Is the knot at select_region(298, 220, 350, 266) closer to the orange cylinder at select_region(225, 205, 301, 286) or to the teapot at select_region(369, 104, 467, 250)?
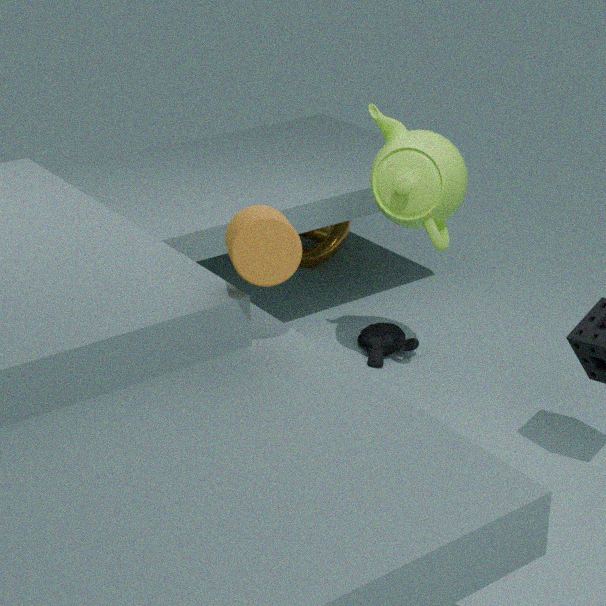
the teapot at select_region(369, 104, 467, 250)
